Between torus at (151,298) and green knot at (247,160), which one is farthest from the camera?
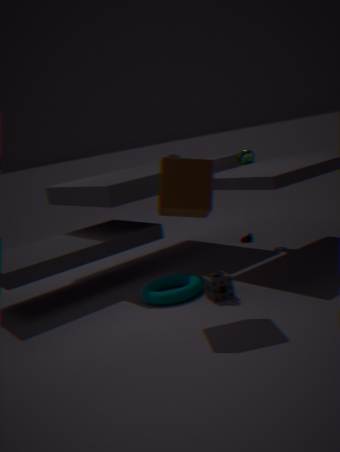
green knot at (247,160)
